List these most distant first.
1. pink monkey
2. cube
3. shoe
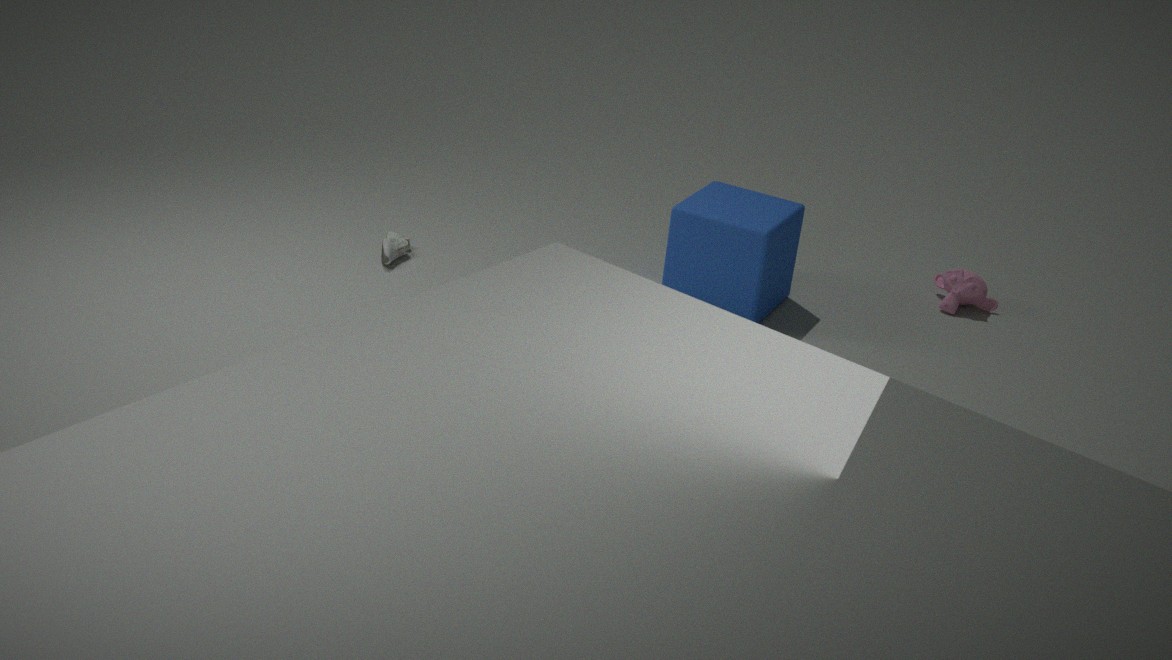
pink monkey
shoe
cube
